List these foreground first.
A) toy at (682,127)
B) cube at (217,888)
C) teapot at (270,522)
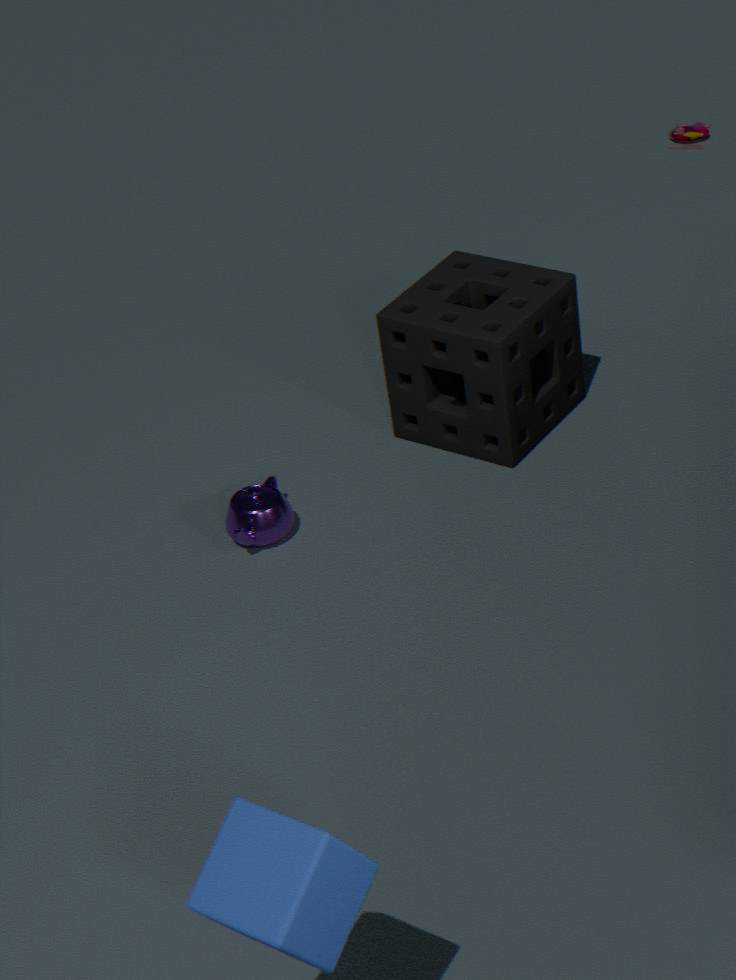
1. cube at (217,888)
2. teapot at (270,522)
3. toy at (682,127)
